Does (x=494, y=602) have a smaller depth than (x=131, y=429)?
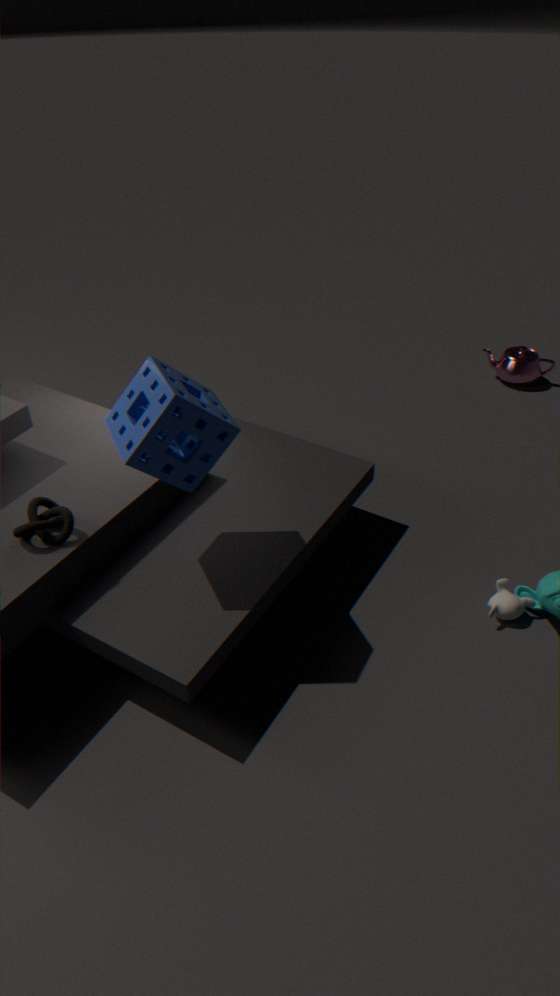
No
